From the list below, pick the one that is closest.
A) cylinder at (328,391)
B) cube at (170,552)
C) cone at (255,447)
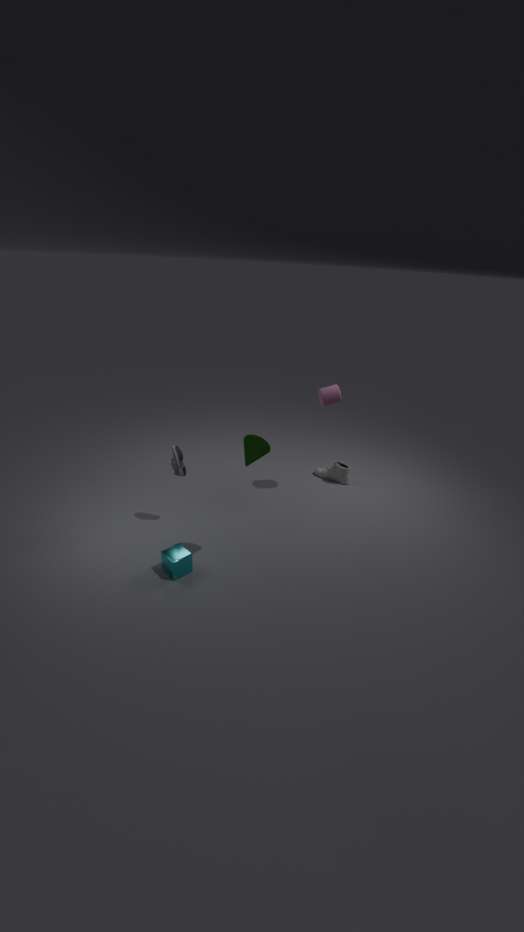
cone at (255,447)
